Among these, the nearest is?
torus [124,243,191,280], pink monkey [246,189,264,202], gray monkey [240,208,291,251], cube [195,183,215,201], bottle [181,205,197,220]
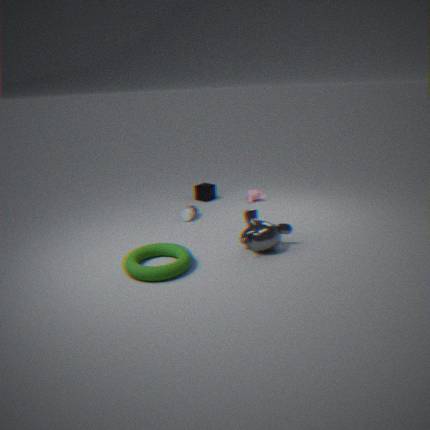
torus [124,243,191,280]
